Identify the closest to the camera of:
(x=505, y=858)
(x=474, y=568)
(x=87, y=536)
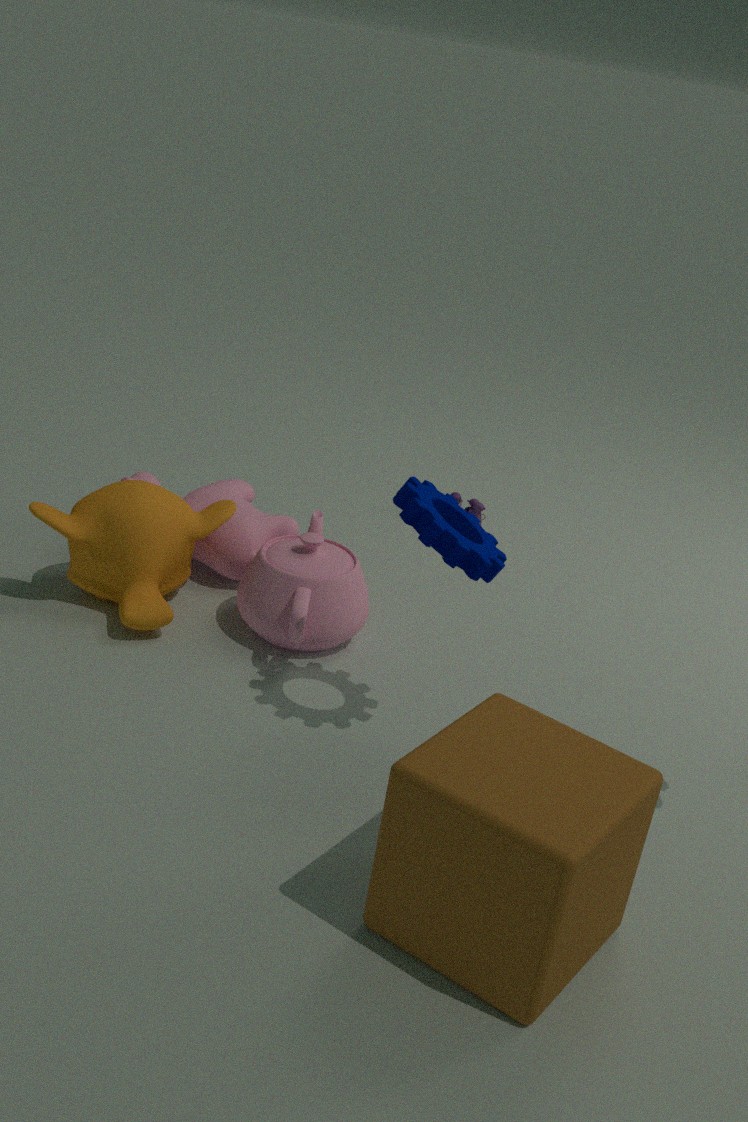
(x=505, y=858)
